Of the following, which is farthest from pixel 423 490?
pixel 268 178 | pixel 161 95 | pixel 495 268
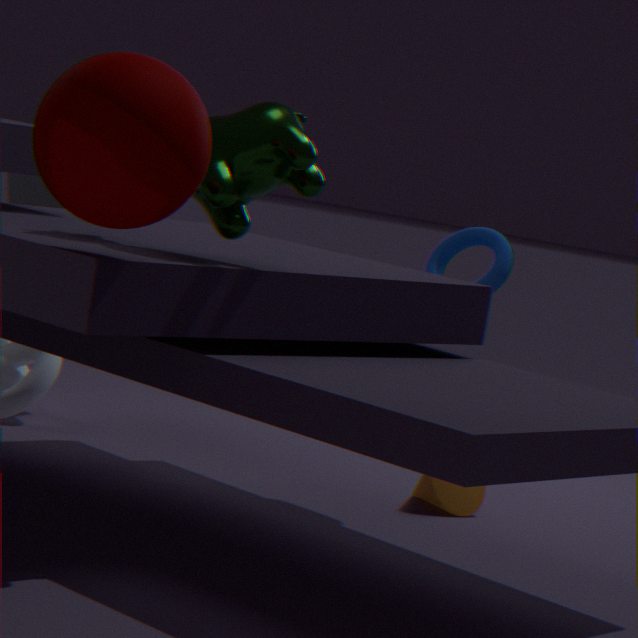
pixel 161 95
